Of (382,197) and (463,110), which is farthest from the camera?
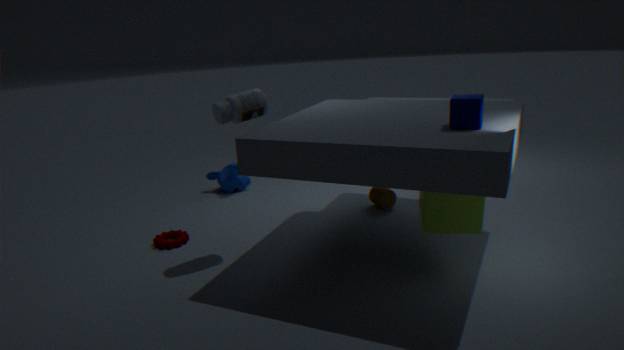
(382,197)
